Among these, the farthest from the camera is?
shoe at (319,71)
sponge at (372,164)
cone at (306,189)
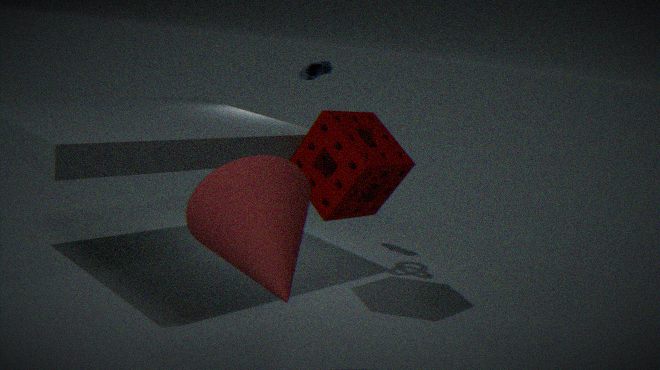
shoe at (319,71)
